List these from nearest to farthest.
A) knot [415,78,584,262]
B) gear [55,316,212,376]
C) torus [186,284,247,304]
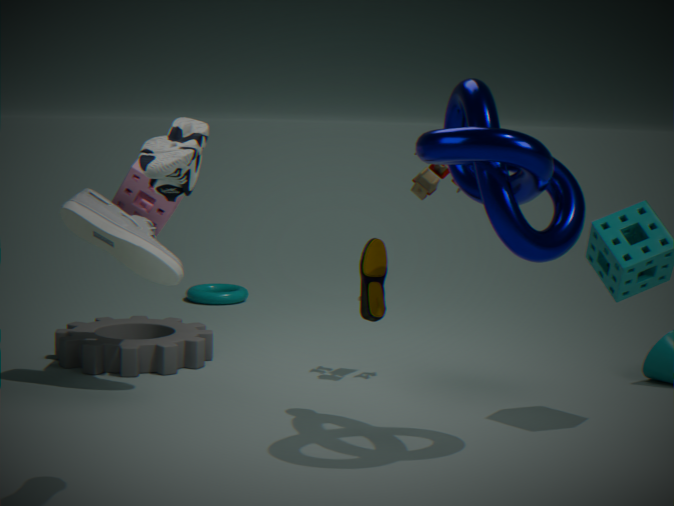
knot [415,78,584,262] → gear [55,316,212,376] → torus [186,284,247,304]
